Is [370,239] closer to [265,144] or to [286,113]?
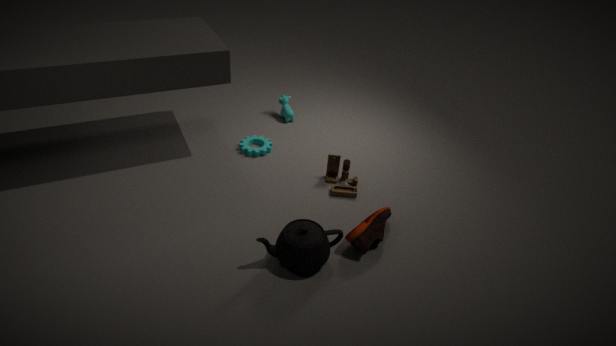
[265,144]
